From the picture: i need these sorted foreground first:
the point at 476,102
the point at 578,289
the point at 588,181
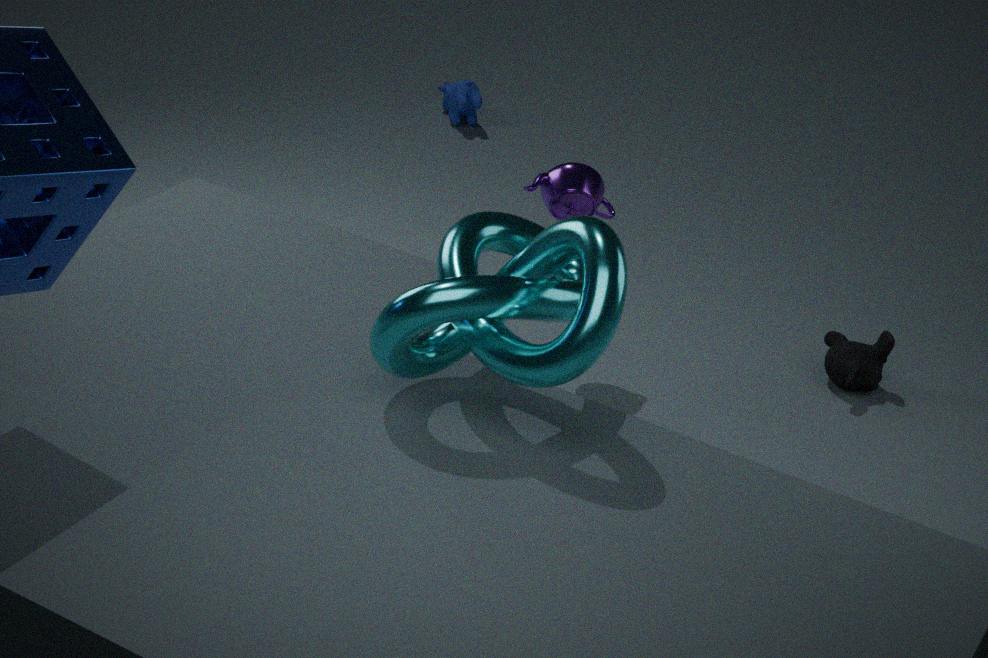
the point at 578,289, the point at 588,181, the point at 476,102
